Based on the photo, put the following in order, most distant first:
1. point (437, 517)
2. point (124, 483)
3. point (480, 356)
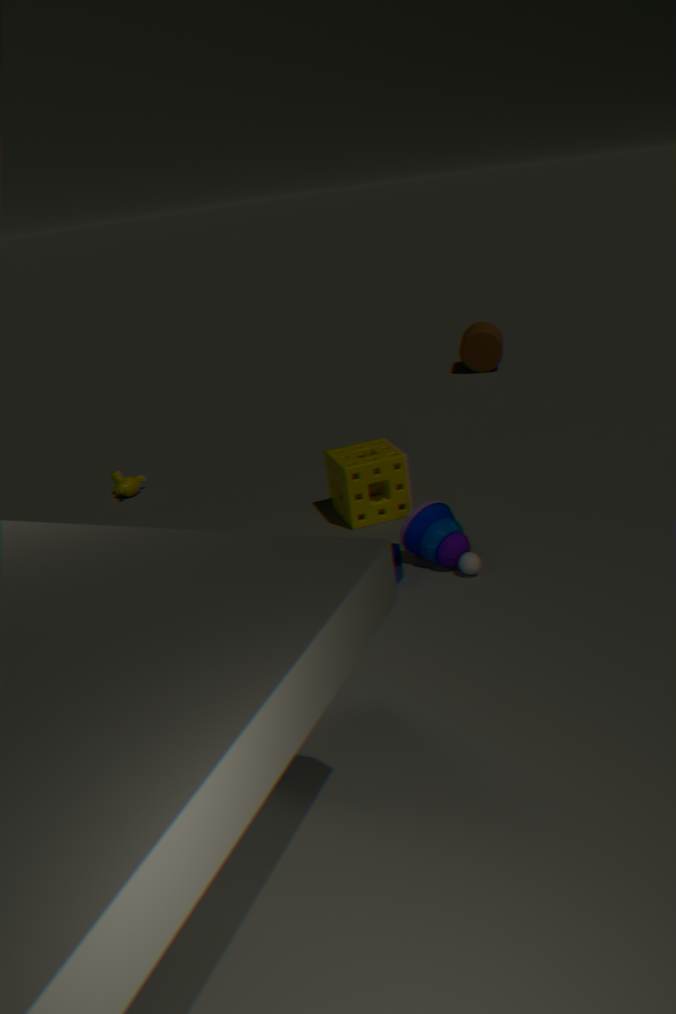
point (480, 356) → point (124, 483) → point (437, 517)
